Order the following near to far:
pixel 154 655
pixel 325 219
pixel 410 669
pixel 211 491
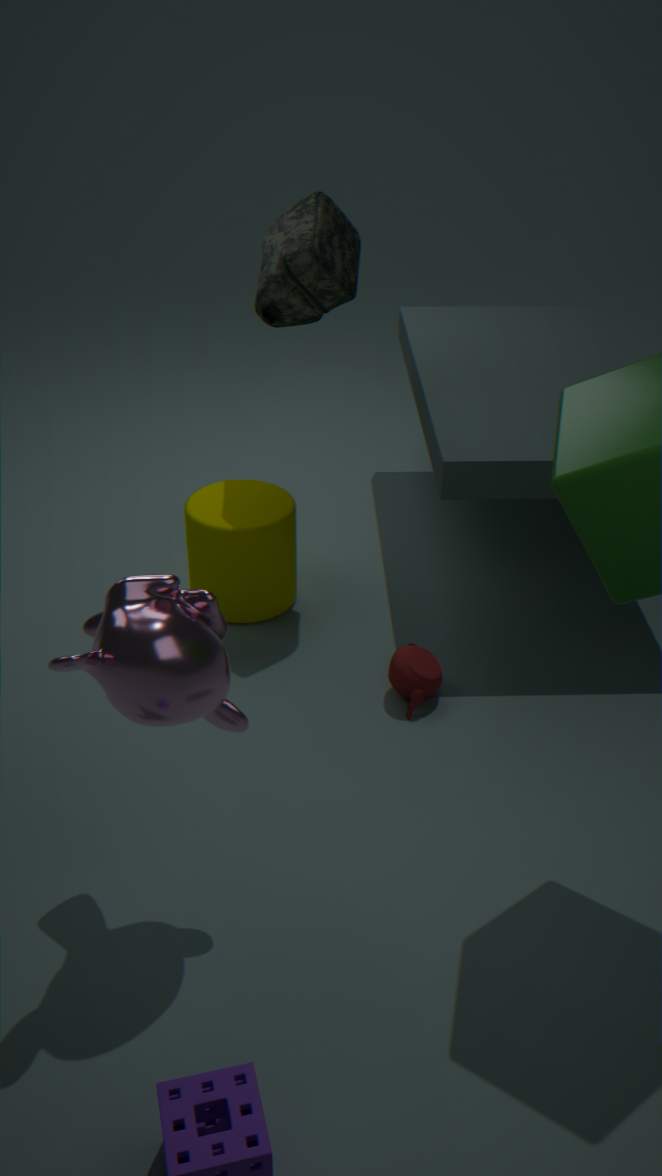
1. pixel 154 655
2. pixel 410 669
3. pixel 325 219
4. pixel 211 491
